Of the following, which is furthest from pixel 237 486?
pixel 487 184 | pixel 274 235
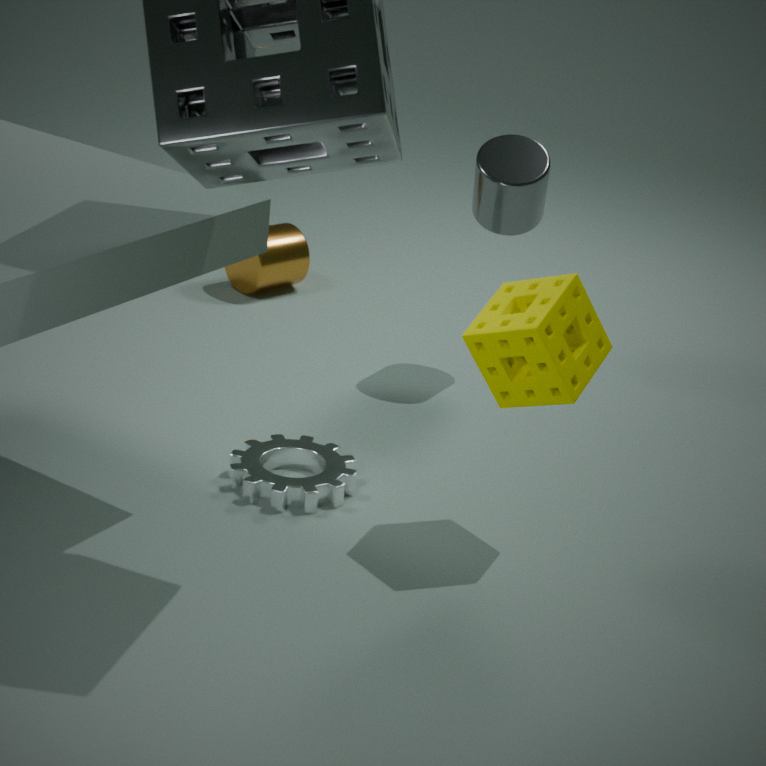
pixel 274 235
